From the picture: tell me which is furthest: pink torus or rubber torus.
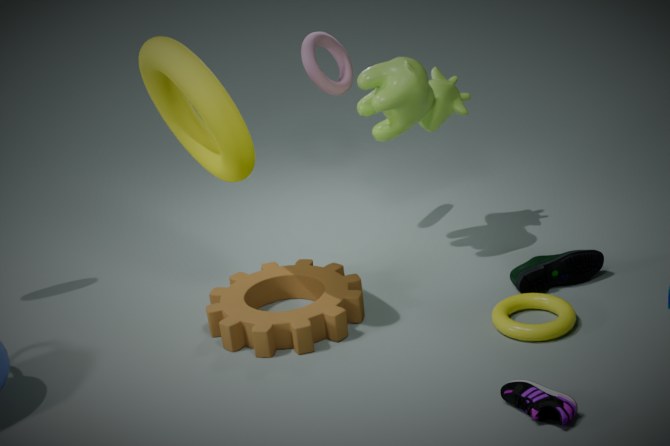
pink torus
